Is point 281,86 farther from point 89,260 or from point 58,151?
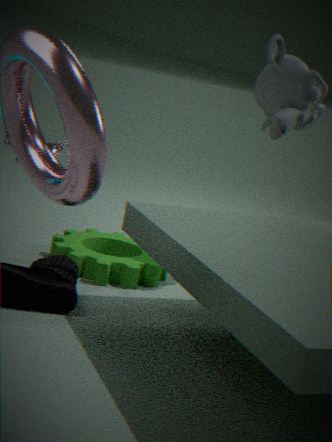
point 58,151
